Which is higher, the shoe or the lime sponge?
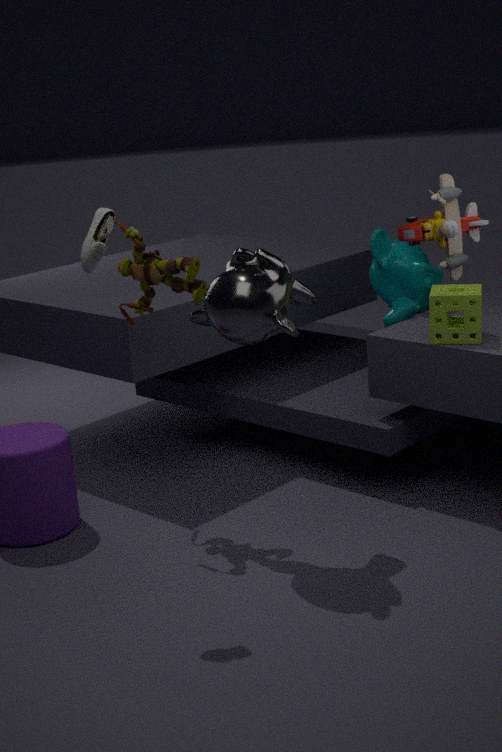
the shoe
